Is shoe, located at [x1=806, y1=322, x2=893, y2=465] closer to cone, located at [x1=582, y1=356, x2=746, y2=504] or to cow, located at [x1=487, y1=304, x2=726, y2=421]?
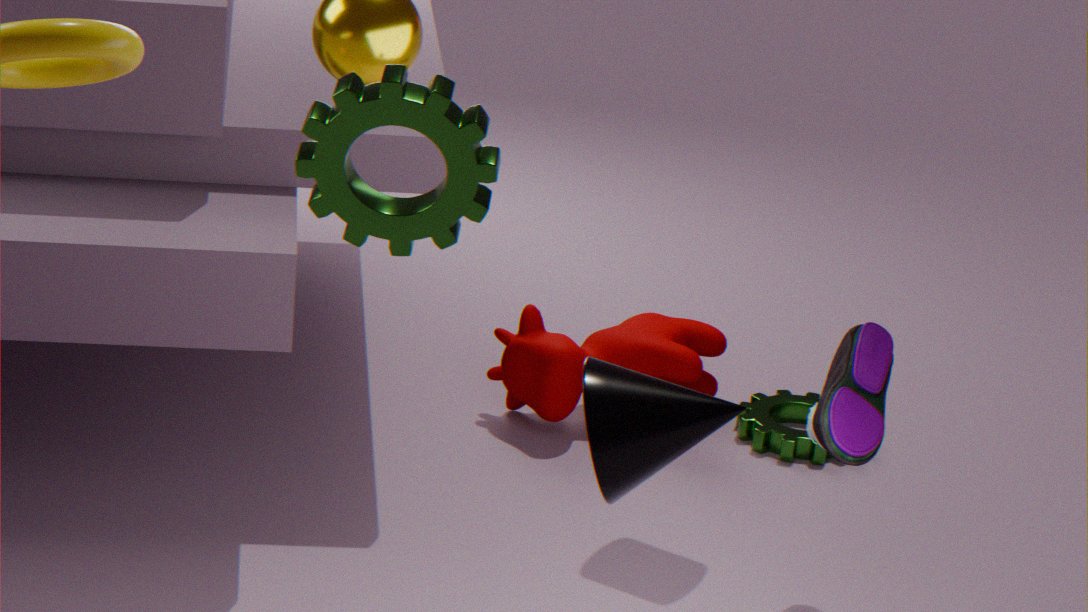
cow, located at [x1=487, y1=304, x2=726, y2=421]
